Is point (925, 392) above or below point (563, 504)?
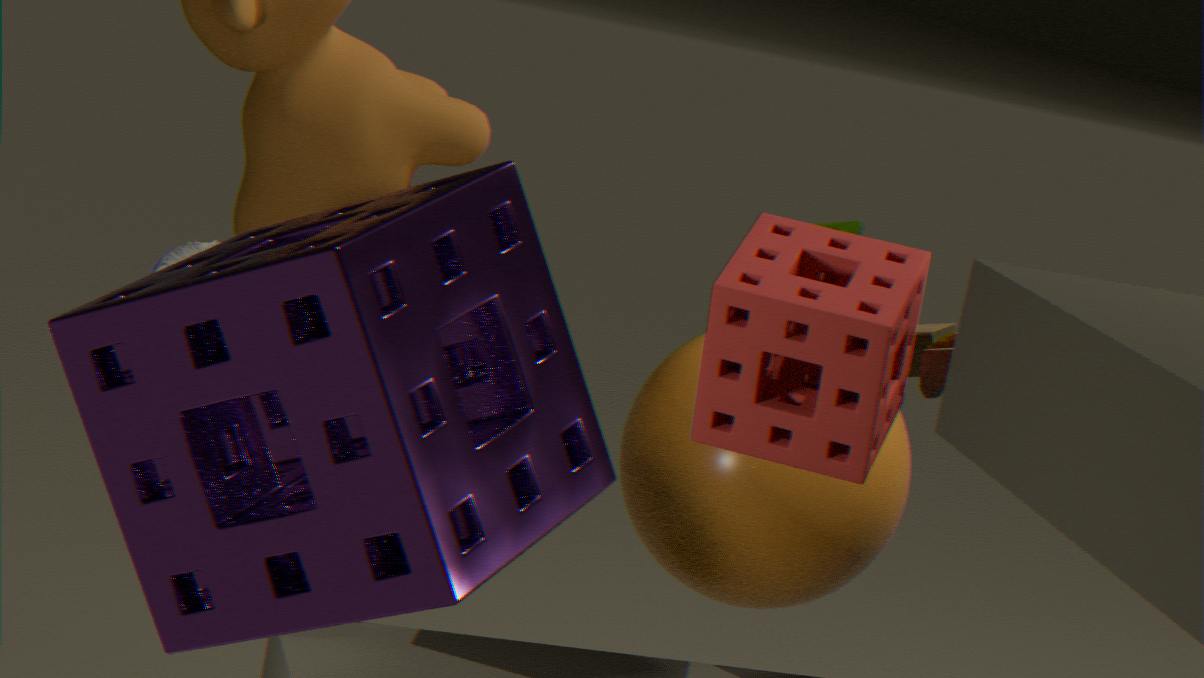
below
